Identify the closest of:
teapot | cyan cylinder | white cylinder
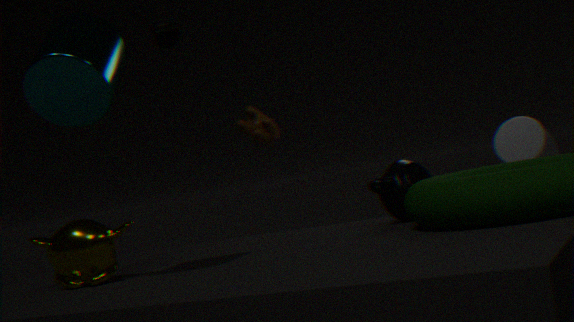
cyan cylinder
